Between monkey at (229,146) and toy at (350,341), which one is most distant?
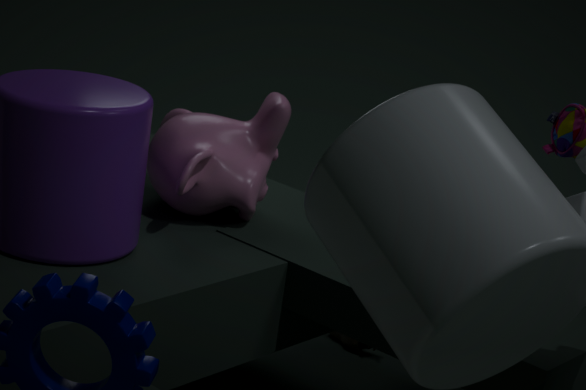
toy at (350,341)
